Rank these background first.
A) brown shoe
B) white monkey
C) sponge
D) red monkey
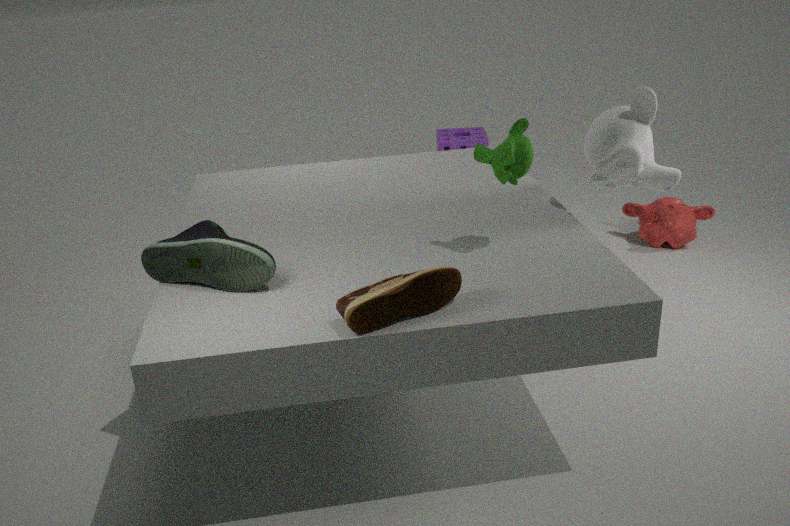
sponge < red monkey < white monkey < brown shoe
